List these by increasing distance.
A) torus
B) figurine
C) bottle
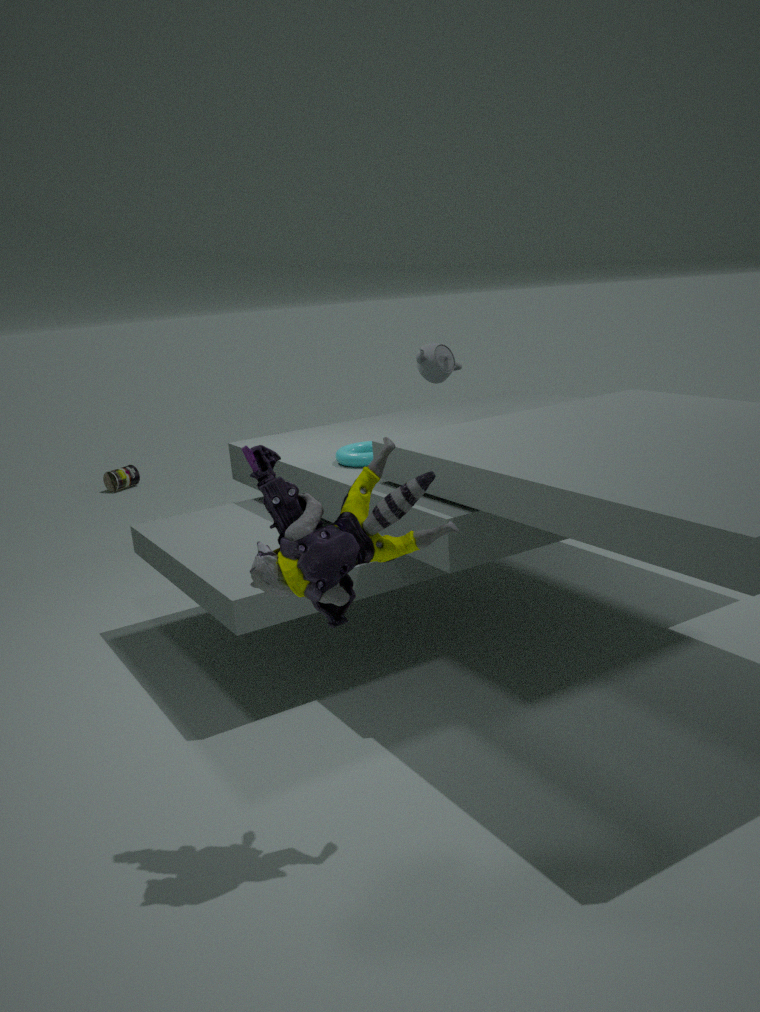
figurine → torus → bottle
